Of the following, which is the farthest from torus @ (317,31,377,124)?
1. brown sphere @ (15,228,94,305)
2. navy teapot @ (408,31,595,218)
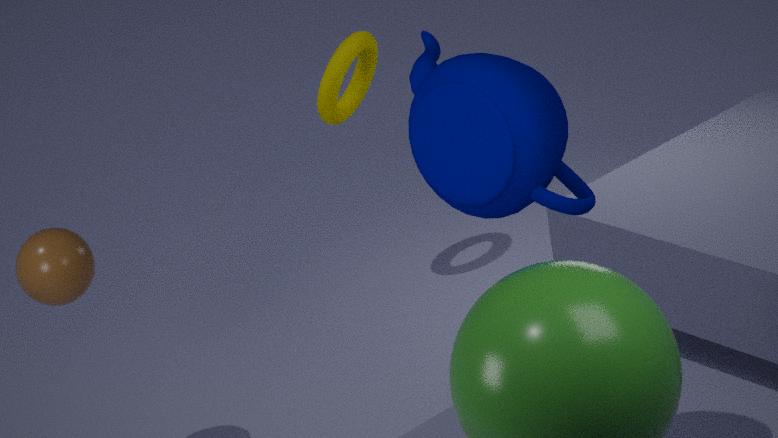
navy teapot @ (408,31,595,218)
